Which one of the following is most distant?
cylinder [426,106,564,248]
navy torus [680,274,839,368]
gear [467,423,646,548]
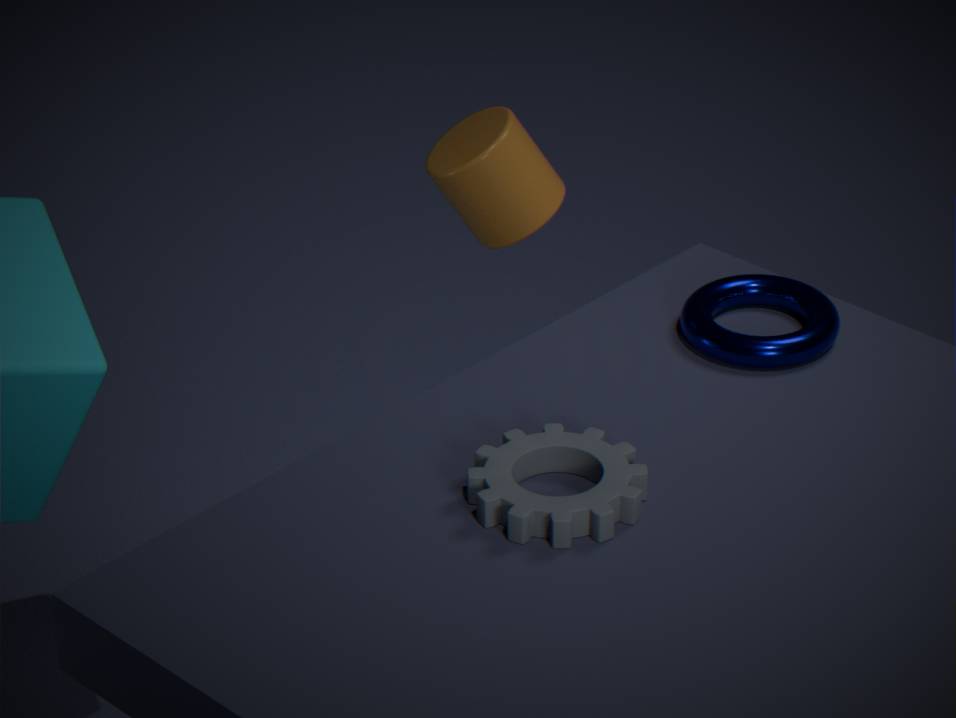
cylinder [426,106,564,248]
